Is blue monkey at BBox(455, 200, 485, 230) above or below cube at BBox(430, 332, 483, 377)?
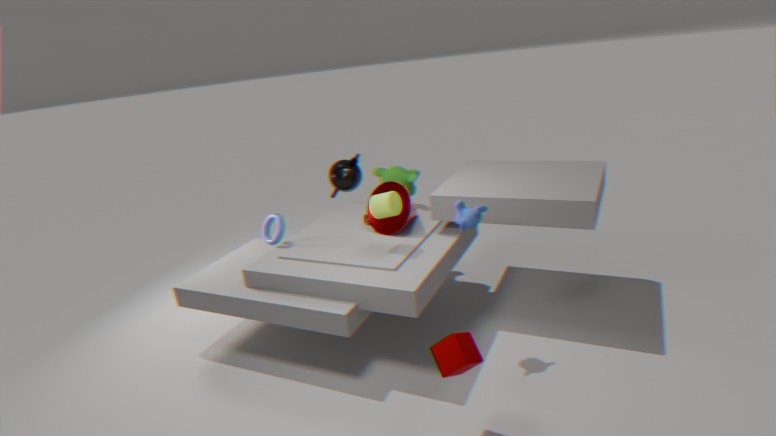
above
